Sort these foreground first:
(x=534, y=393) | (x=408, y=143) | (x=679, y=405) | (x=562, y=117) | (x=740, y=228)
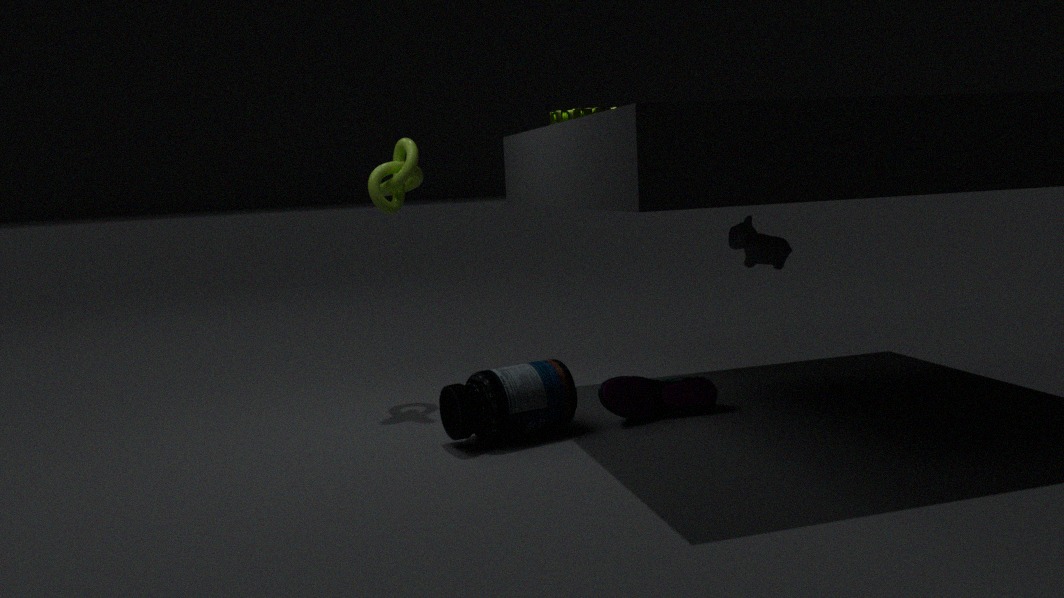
(x=534, y=393) → (x=679, y=405) → (x=562, y=117) → (x=740, y=228) → (x=408, y=143)
